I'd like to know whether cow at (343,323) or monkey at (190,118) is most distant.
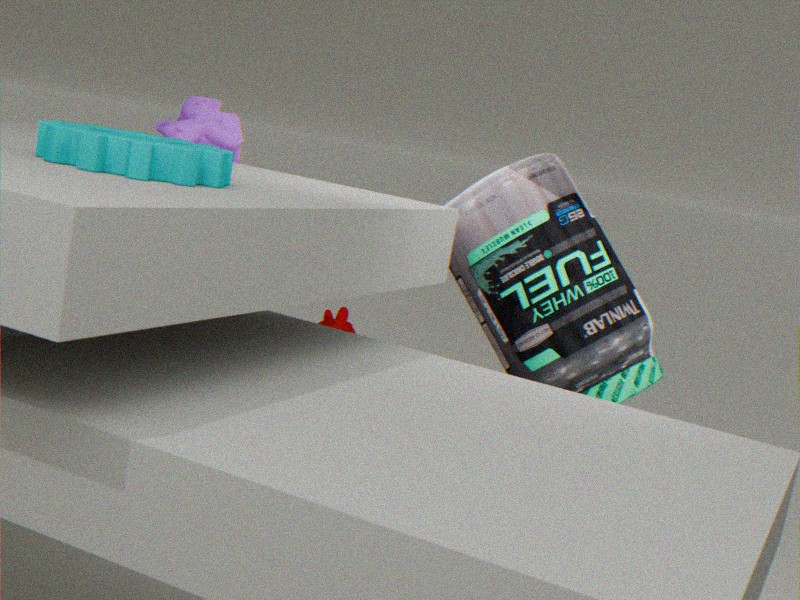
cow at (343,323)
